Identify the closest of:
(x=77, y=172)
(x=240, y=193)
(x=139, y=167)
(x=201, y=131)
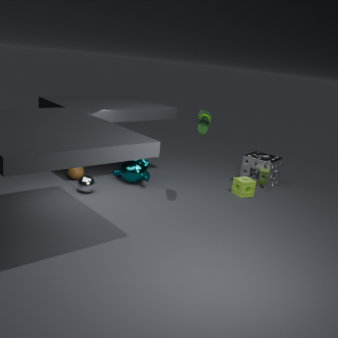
(x=201, y=131)
